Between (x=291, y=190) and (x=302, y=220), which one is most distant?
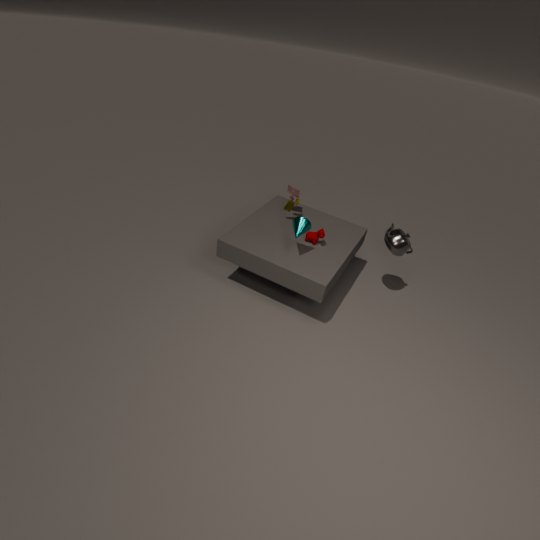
(x=291, y=190)
